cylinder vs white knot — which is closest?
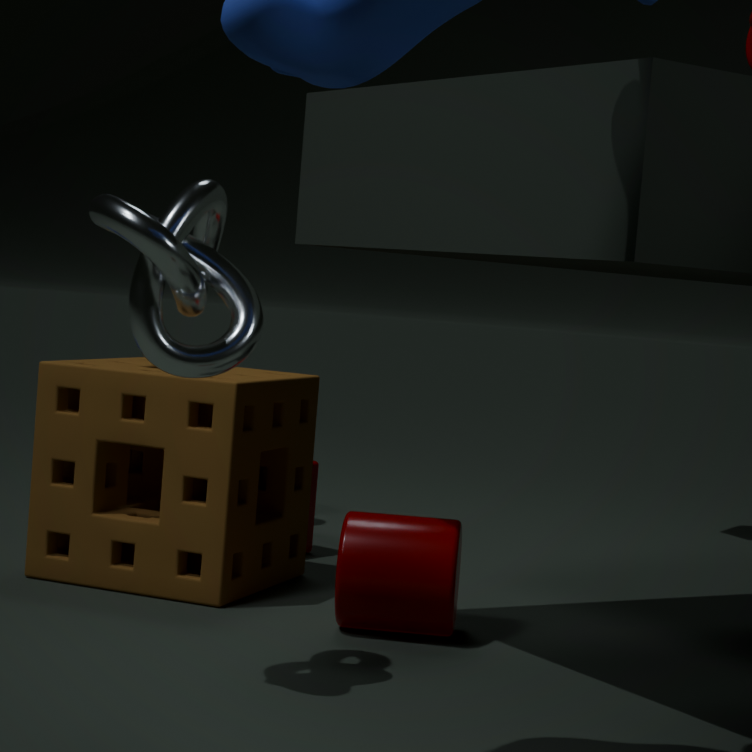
white knot
